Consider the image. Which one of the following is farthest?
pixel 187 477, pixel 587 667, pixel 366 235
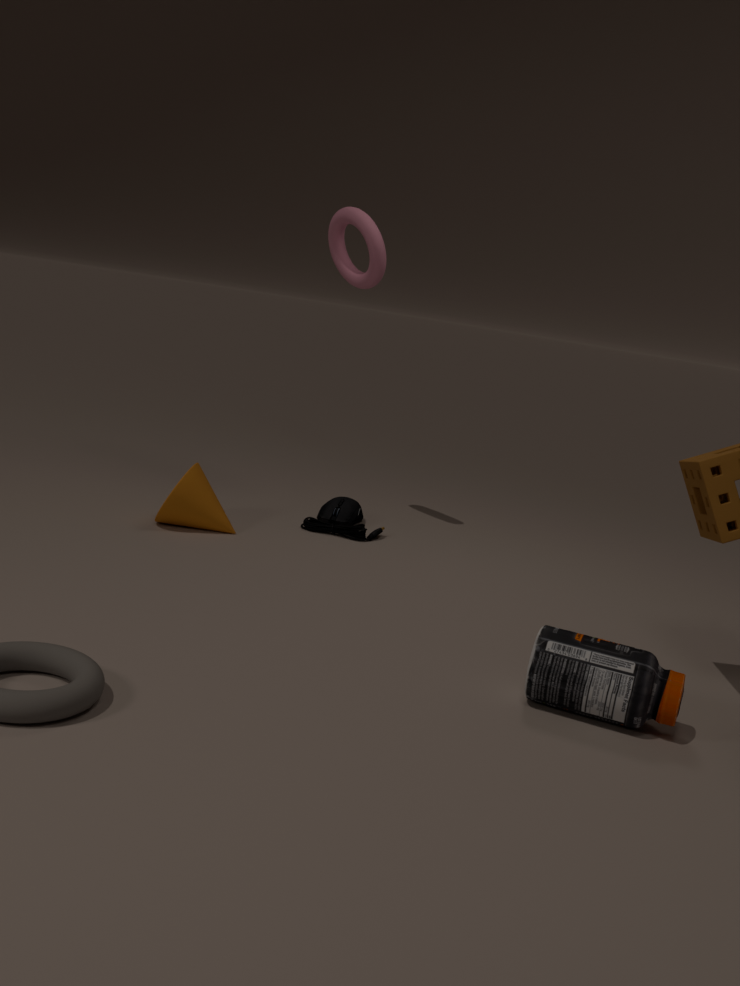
pixel 366 235
